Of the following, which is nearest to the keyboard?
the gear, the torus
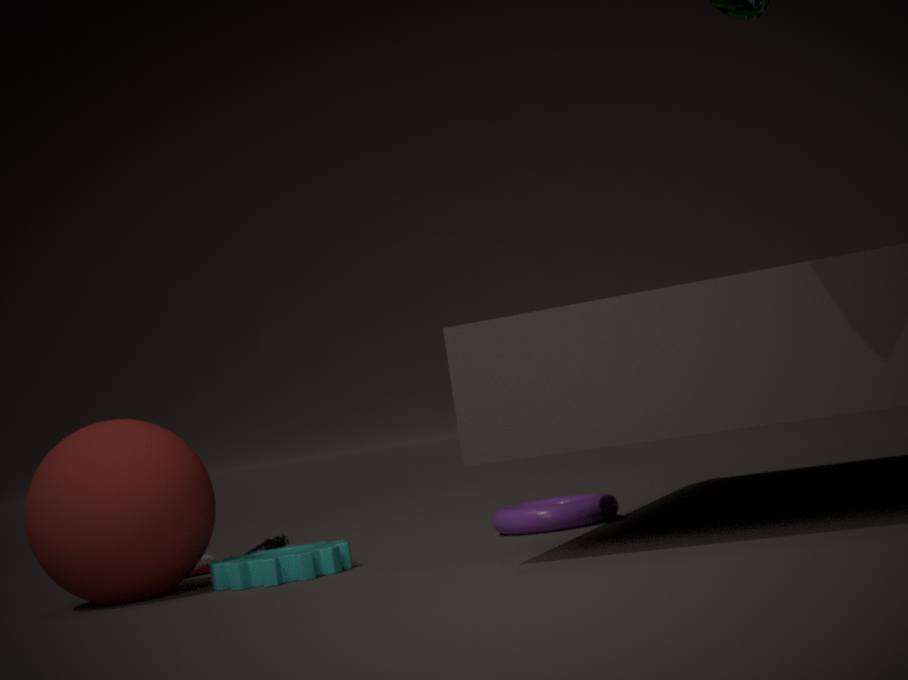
the gear
